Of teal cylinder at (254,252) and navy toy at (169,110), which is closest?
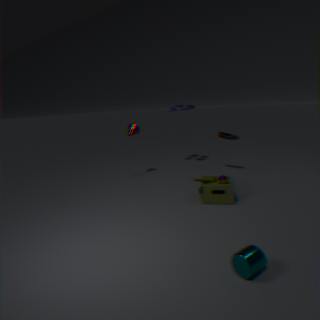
teal cylinder at (254,252)
